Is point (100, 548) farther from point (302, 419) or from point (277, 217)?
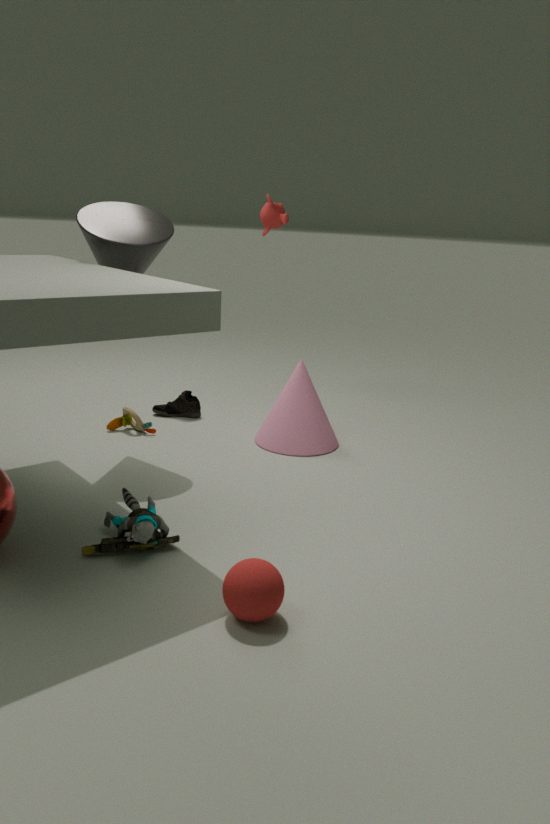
point (277, 217)
